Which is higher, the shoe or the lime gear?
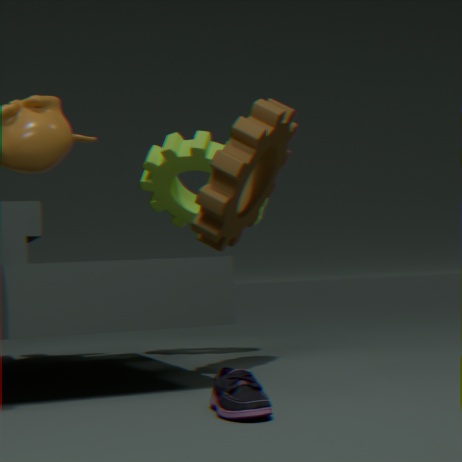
the lime gear
